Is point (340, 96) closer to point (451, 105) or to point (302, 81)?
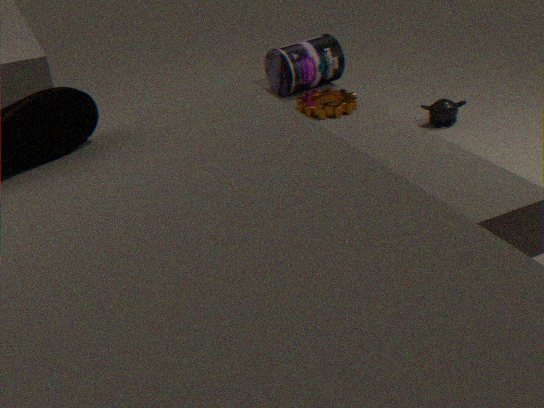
point (302, 81)
